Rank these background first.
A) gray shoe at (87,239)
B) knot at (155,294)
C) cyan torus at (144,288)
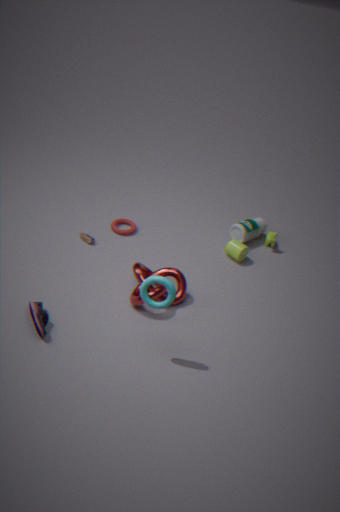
1. gray shoe at (87,239)
2. knot at (155,294)
3. cyan torus at (144,288)
